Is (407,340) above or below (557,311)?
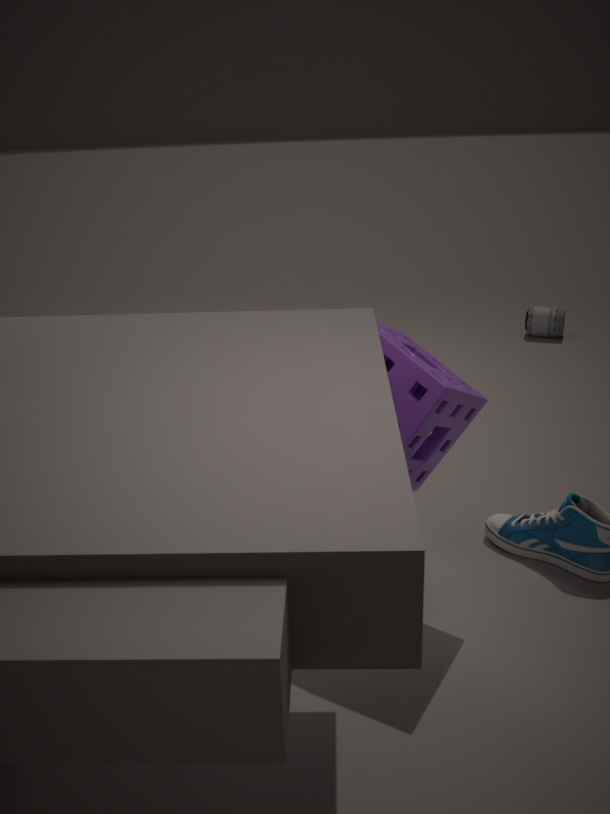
above
